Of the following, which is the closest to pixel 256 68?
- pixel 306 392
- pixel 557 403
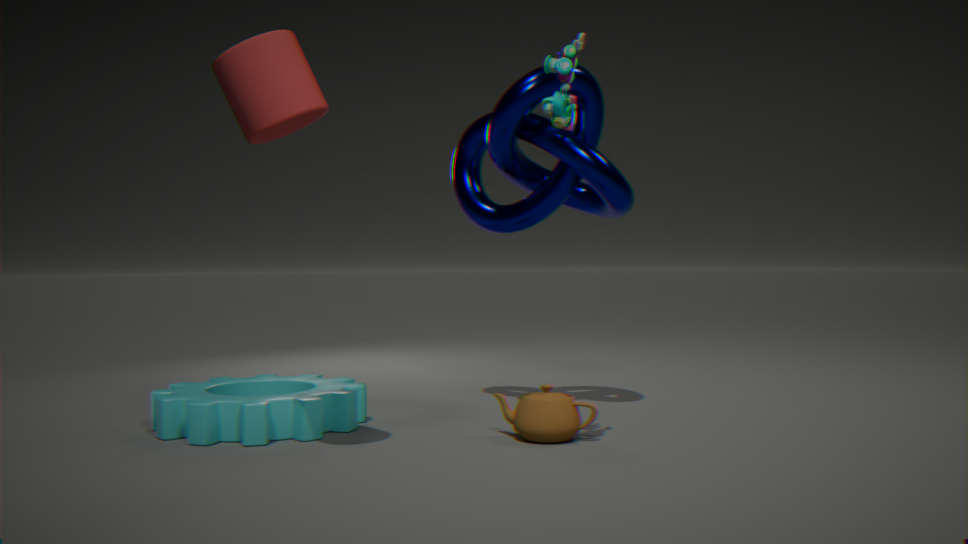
pixel 306 392
